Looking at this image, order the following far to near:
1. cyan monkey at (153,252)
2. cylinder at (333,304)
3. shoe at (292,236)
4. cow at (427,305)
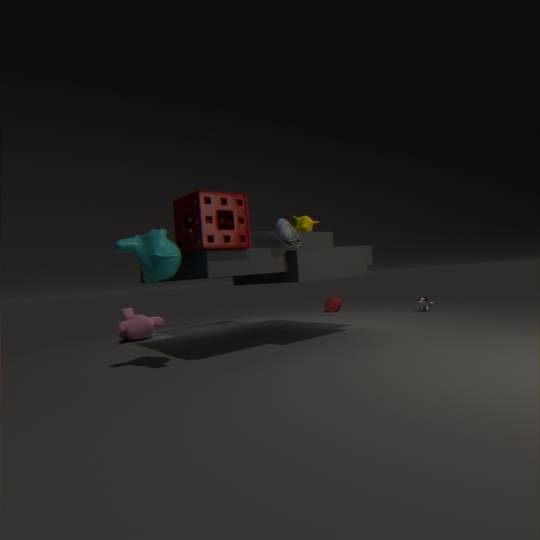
cylinder at (333,304) → cow at (427,305) → shoe at (292,236) → cyan monkey at (153,252)
